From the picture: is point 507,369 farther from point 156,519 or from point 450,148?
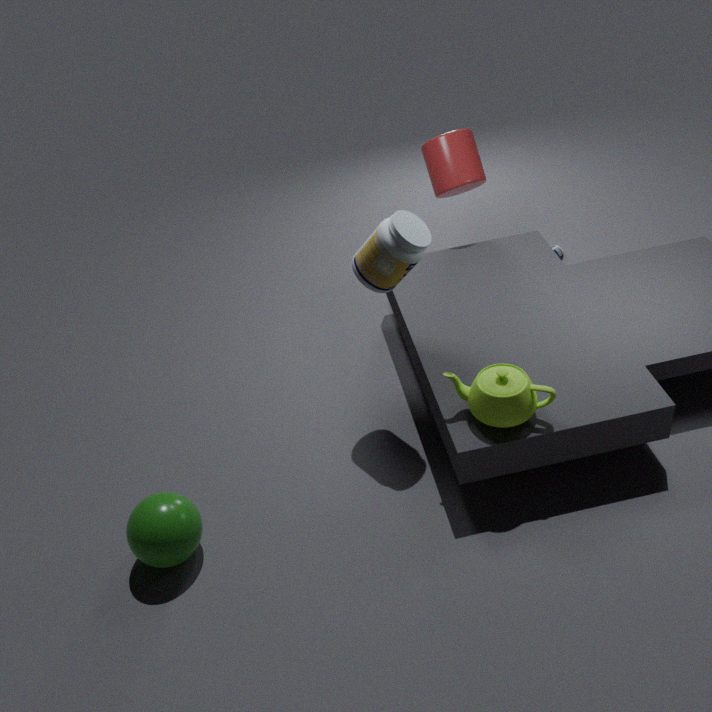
point 450,148
